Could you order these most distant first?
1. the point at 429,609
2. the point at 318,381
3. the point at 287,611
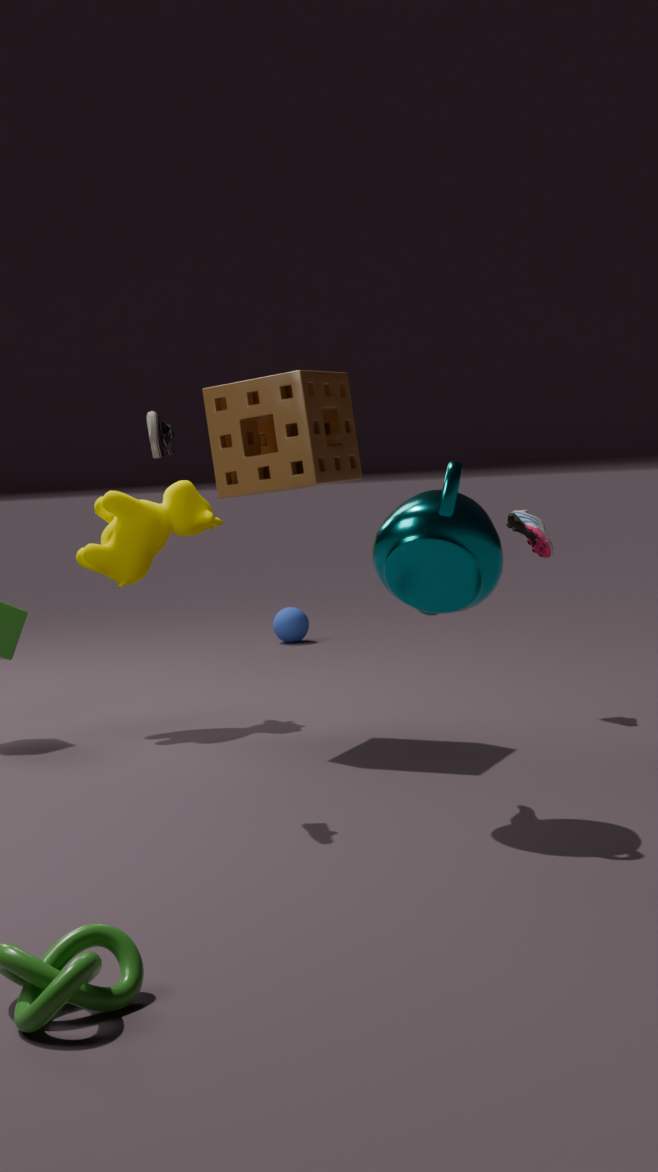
1. the point at 287,611
2. the point at 318,381
3. the point at 429,609
